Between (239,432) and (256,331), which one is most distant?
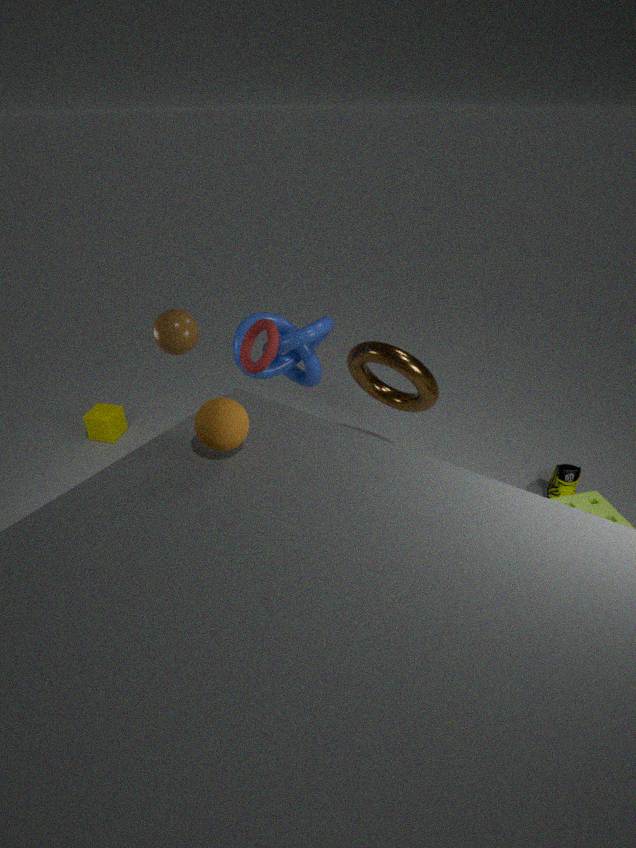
(256,331)
